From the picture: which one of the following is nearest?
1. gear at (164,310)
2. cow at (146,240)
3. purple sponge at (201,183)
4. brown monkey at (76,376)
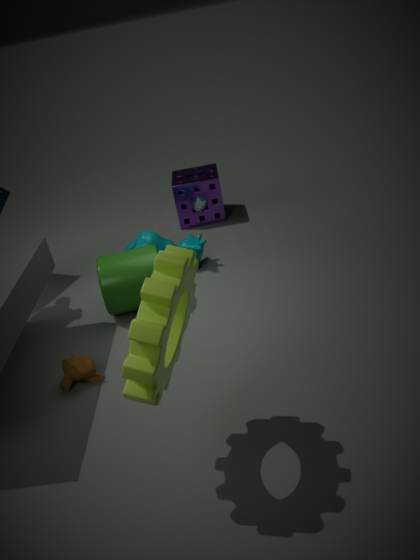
gear at (164,310)
